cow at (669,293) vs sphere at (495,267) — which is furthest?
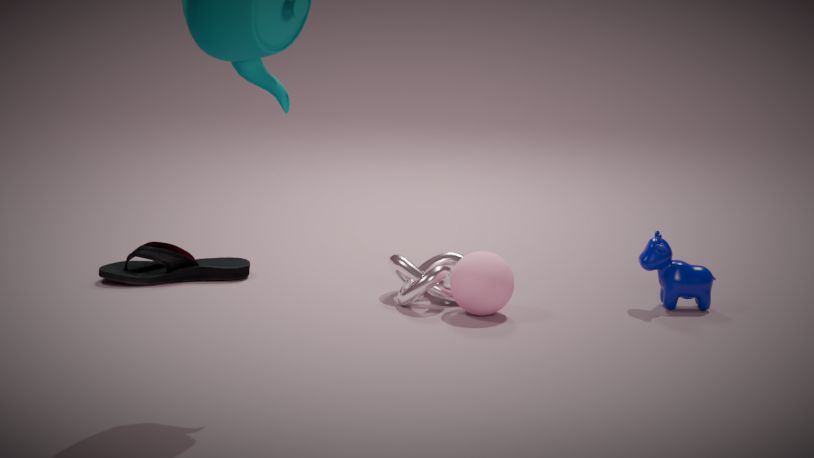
cow at (669,293)
